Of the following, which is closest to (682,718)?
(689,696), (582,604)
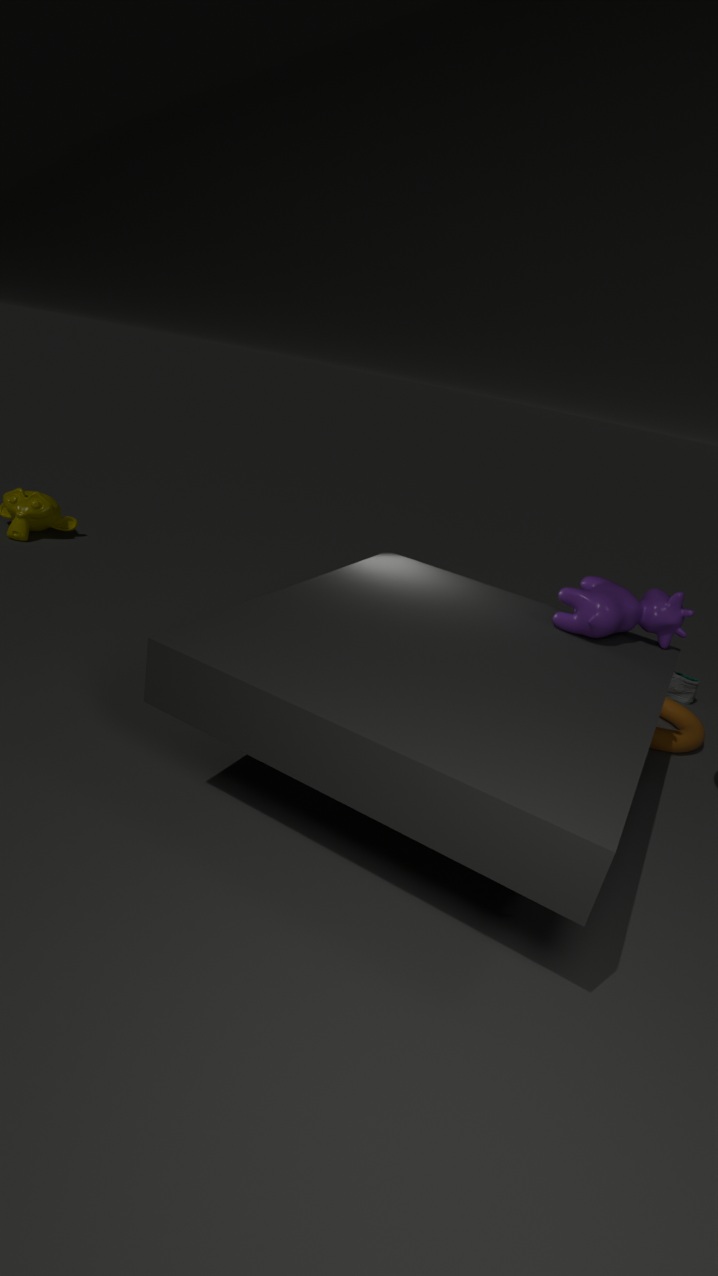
(689,696)
